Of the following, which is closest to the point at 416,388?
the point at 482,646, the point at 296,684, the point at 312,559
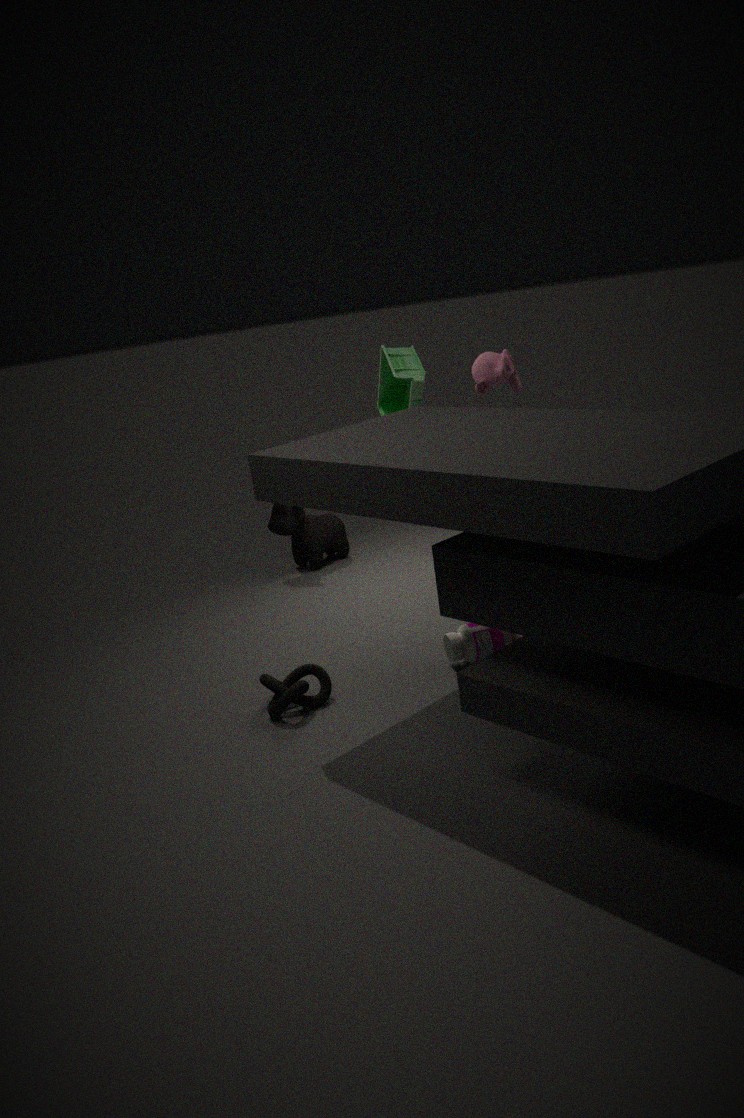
the point at 482,646
